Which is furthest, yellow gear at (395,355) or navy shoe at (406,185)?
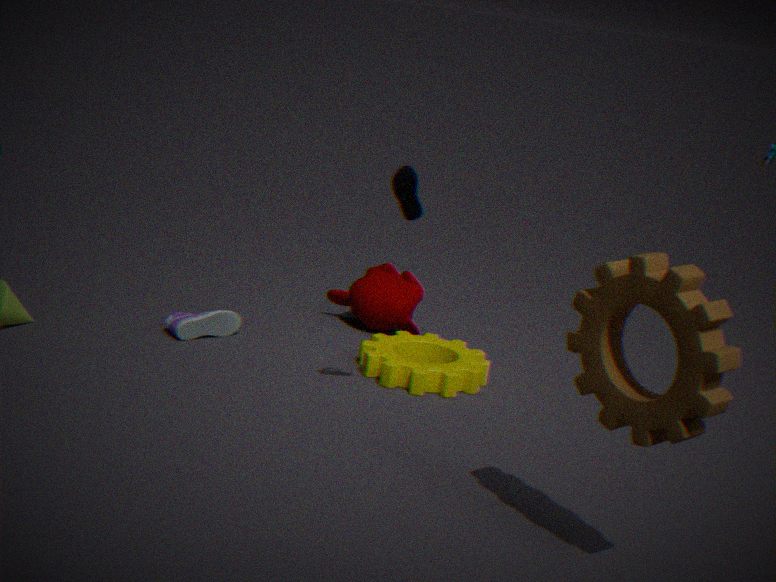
yellow gear at (395,355)
